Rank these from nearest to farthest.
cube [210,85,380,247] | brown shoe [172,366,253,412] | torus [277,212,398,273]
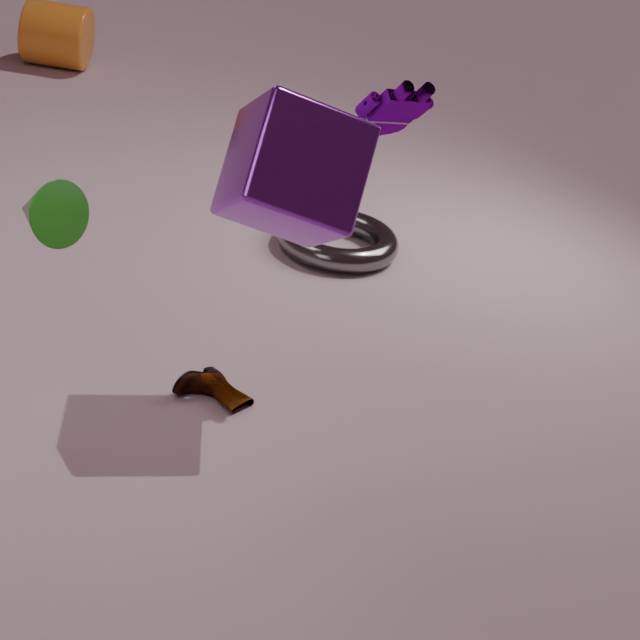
1. cube [210,85,380,247]
2. brown shoe [172,366,253,412]
3. torus [277,212,398,273]
